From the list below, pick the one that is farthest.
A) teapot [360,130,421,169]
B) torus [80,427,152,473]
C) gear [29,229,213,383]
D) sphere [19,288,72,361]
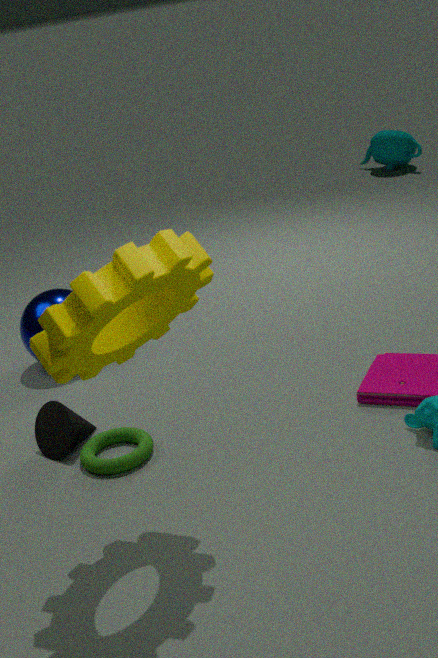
teapot [360,130,421,169]
